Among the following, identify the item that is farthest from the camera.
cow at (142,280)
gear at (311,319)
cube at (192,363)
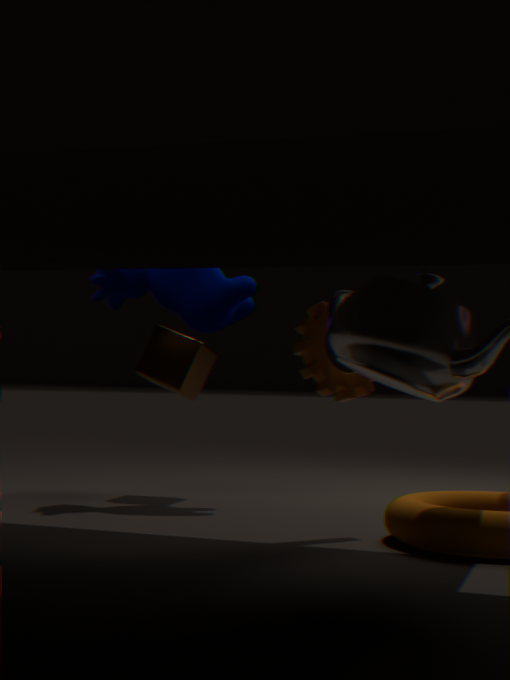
cube at (192,363)
